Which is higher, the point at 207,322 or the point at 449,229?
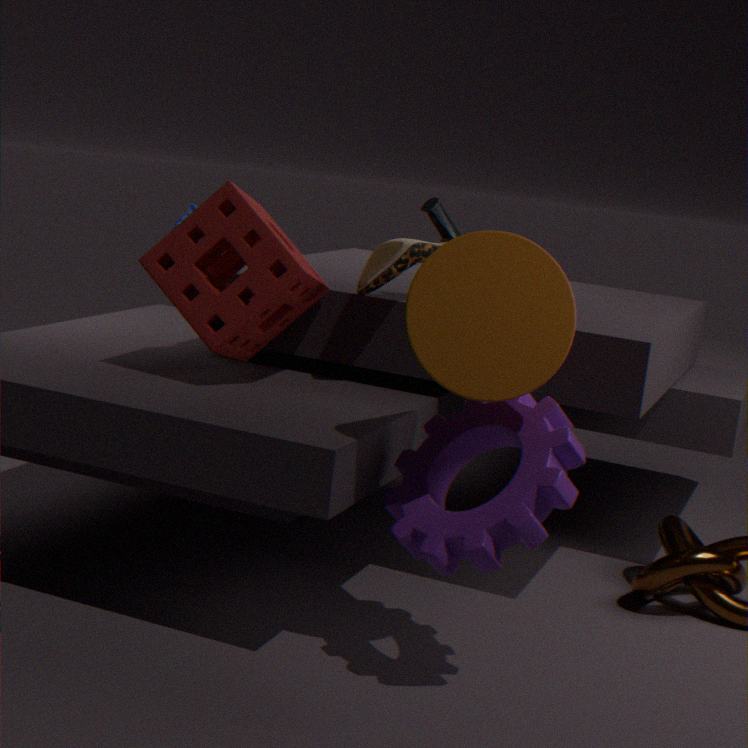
the point at 449,229
